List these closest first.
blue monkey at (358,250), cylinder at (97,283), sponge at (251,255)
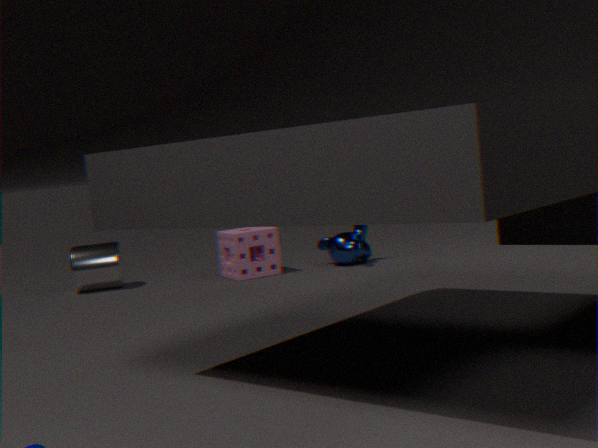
sponge at (251,255), cylinder at (97,283), blue monkey at (358,250)
